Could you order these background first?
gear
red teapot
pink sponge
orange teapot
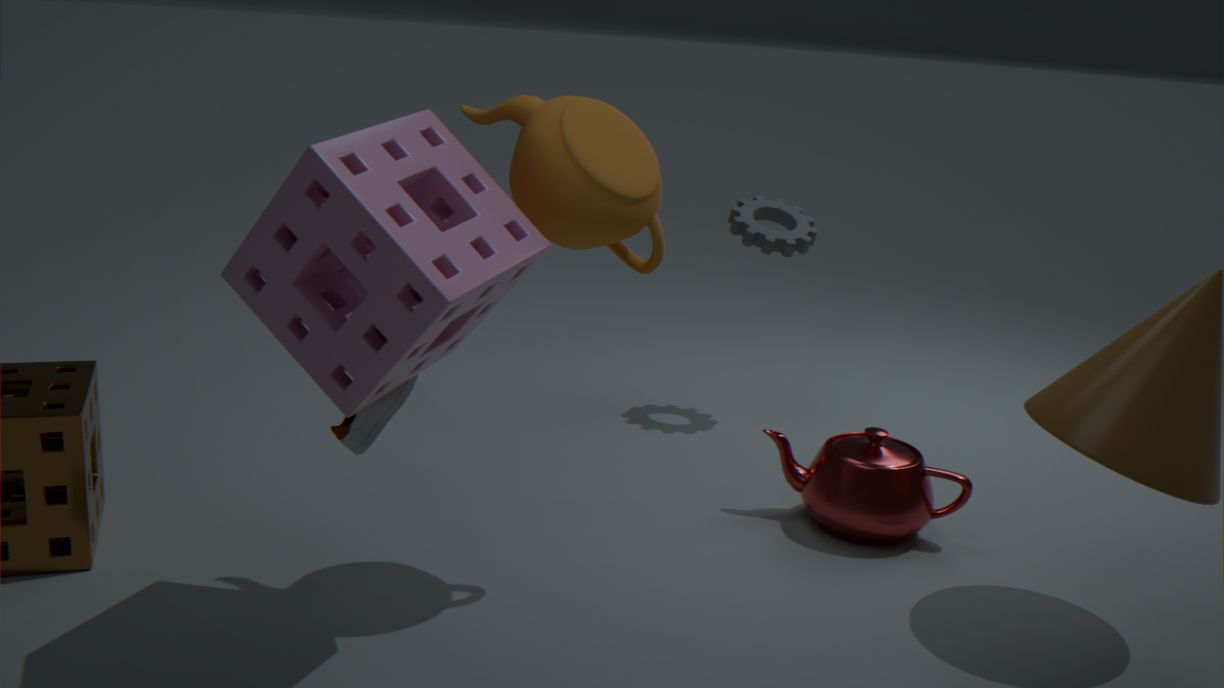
gear, red teapot, orange teapot, pink sponge
